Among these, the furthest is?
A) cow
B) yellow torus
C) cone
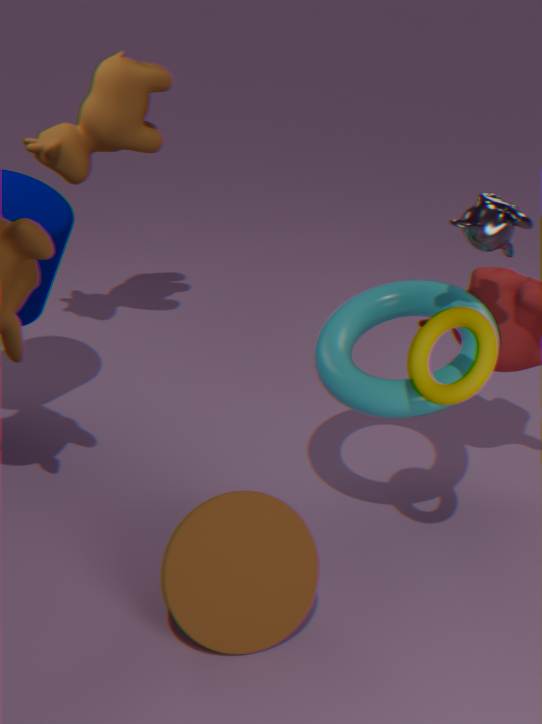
cow
